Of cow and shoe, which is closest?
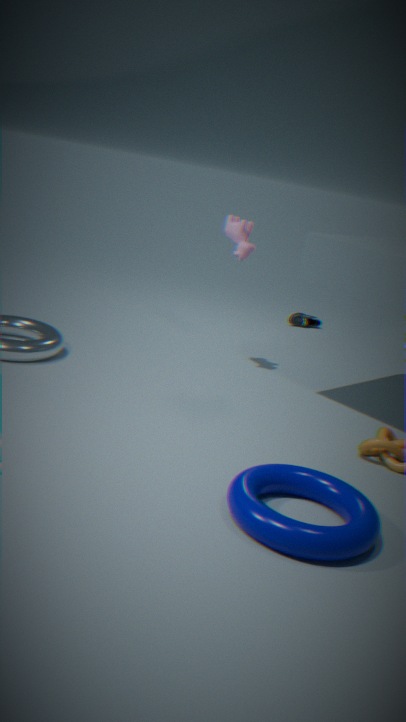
→ cow
